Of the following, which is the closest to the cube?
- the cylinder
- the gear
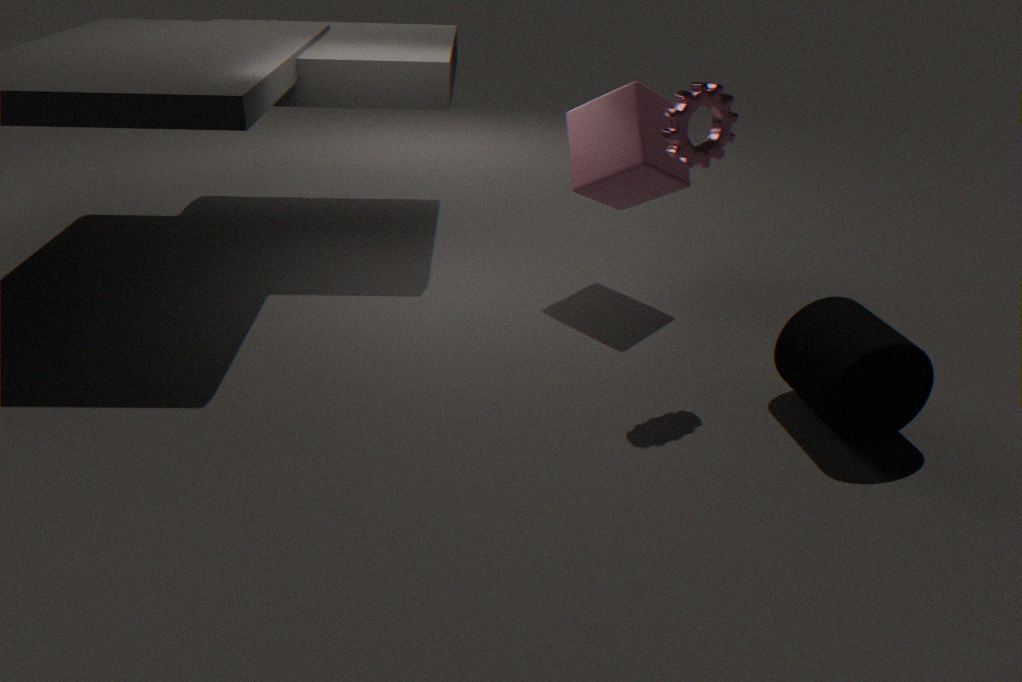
the gear
